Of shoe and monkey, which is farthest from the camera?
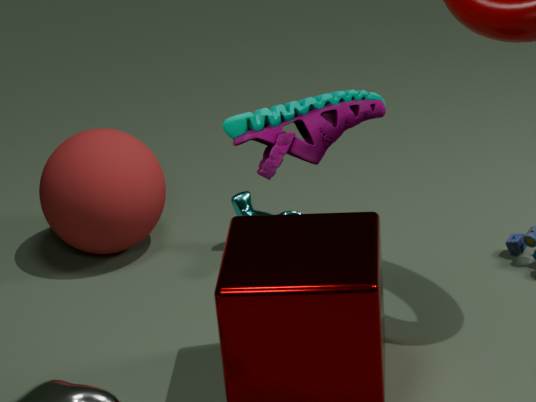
monkey
